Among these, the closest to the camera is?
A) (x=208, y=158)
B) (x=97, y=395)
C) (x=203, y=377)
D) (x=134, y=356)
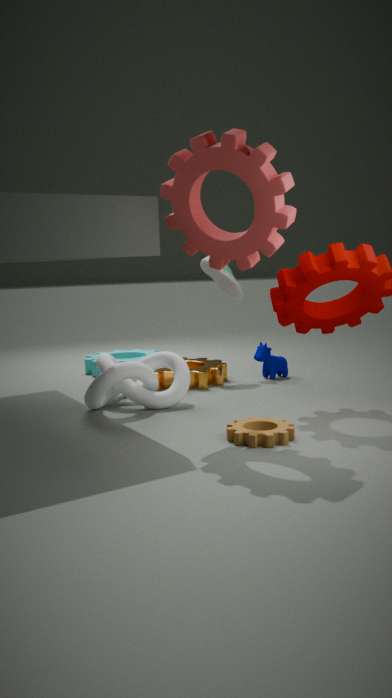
(x=208, y=158)
